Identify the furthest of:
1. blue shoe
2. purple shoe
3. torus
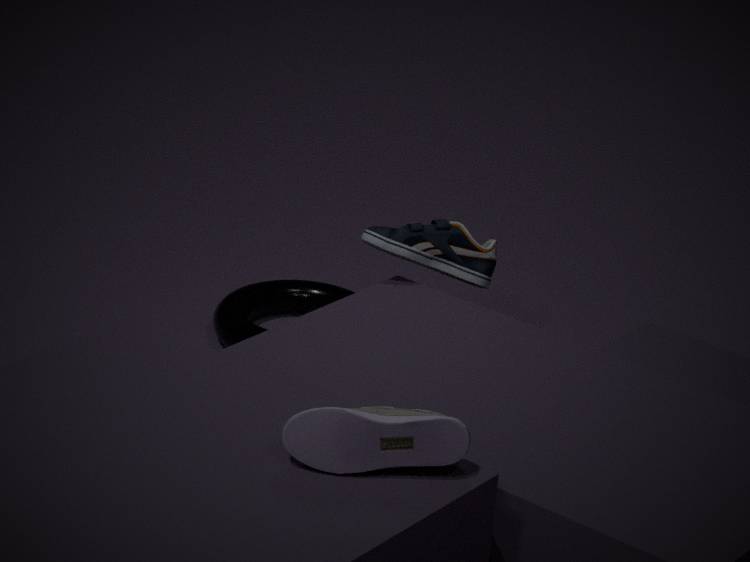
torus
